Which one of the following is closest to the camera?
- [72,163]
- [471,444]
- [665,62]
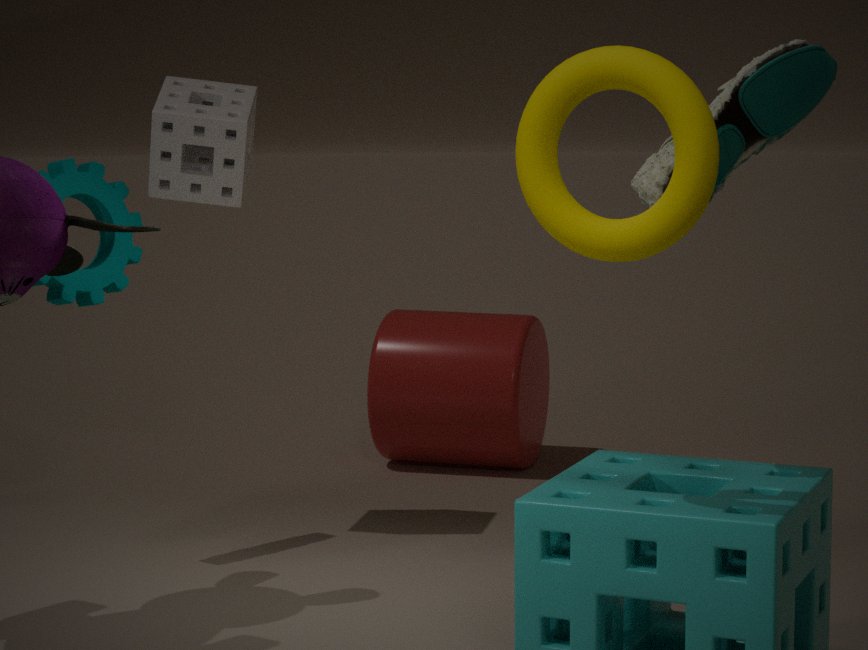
[665,62]
